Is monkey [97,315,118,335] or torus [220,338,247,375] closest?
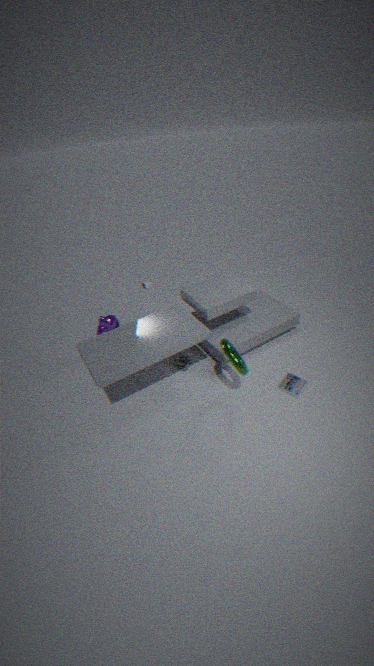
torus [220,338,247,375]
